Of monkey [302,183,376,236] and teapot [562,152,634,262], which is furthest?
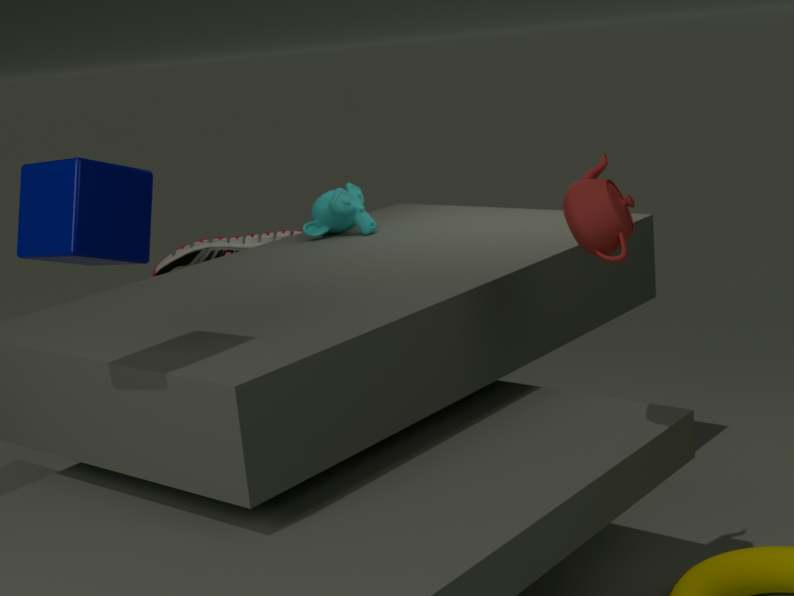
monkey [302,183,376,236]
